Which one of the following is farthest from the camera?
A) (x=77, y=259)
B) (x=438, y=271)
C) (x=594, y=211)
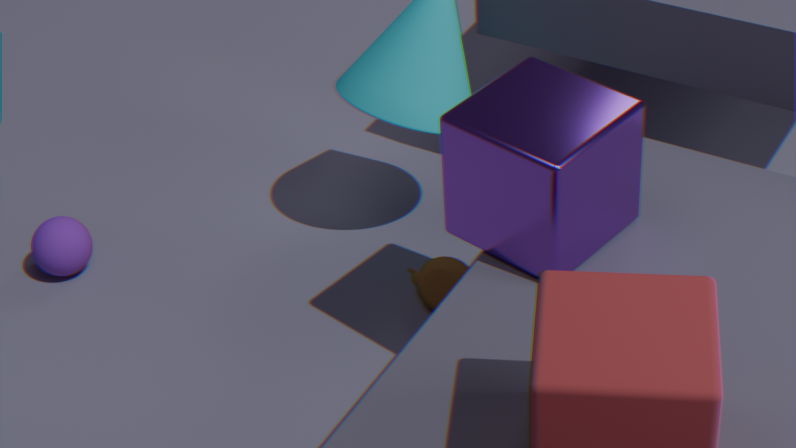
A. (x=77, y=259)
